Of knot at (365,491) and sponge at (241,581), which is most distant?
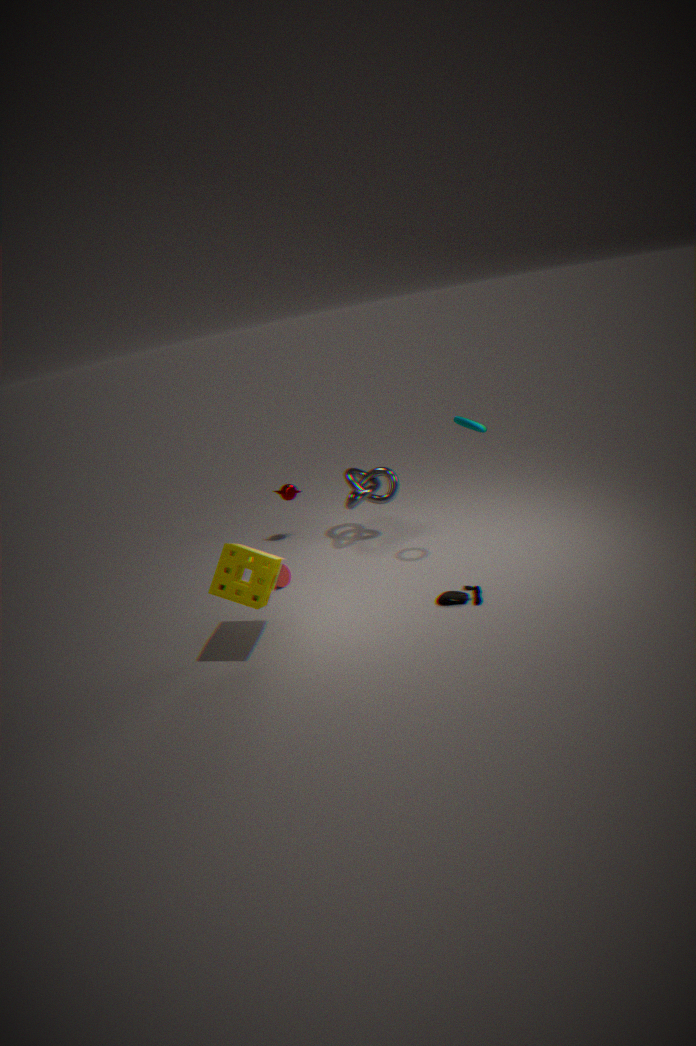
knot at (365,491)
